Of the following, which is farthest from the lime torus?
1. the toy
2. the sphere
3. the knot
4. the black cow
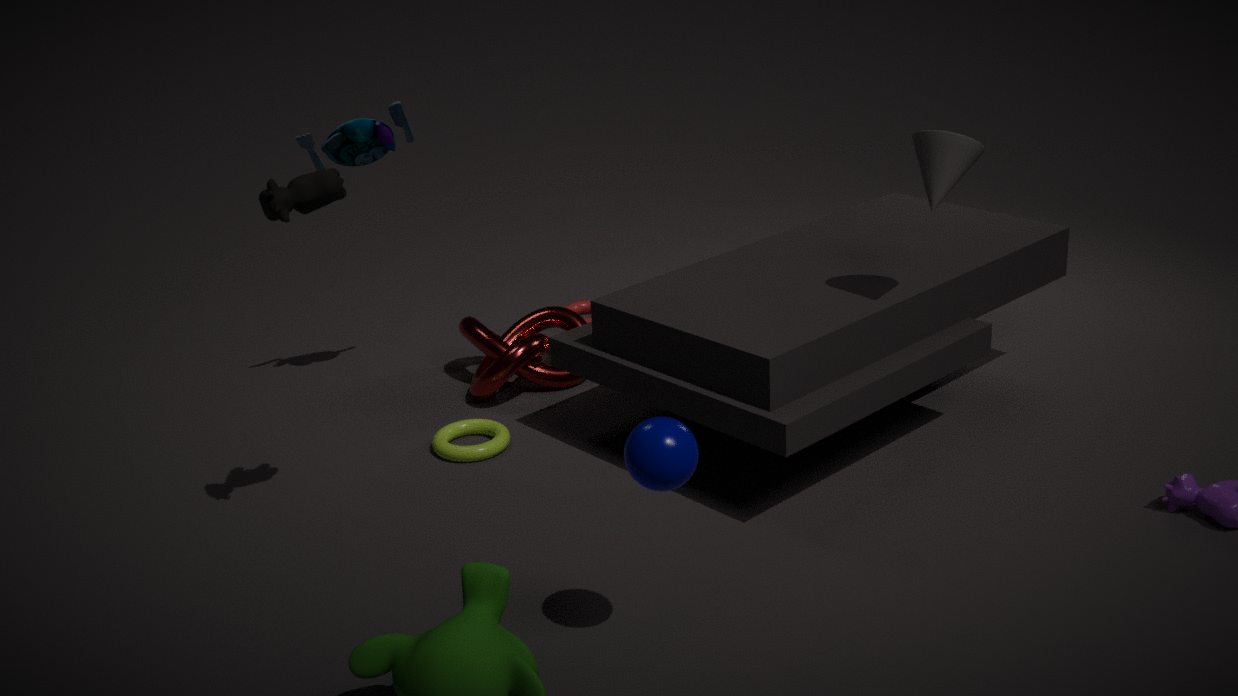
the sphere
